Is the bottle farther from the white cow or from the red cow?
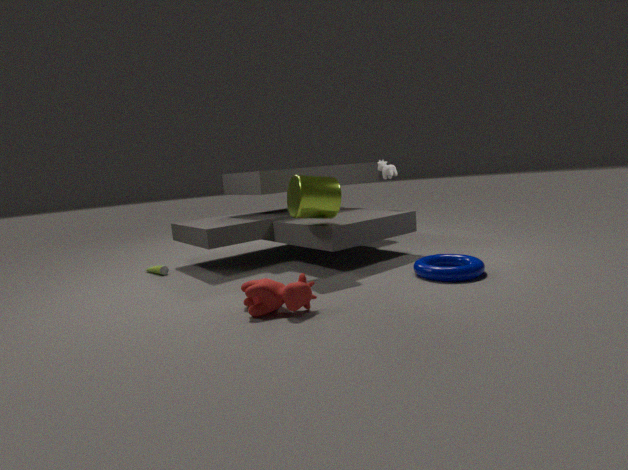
the white cow
